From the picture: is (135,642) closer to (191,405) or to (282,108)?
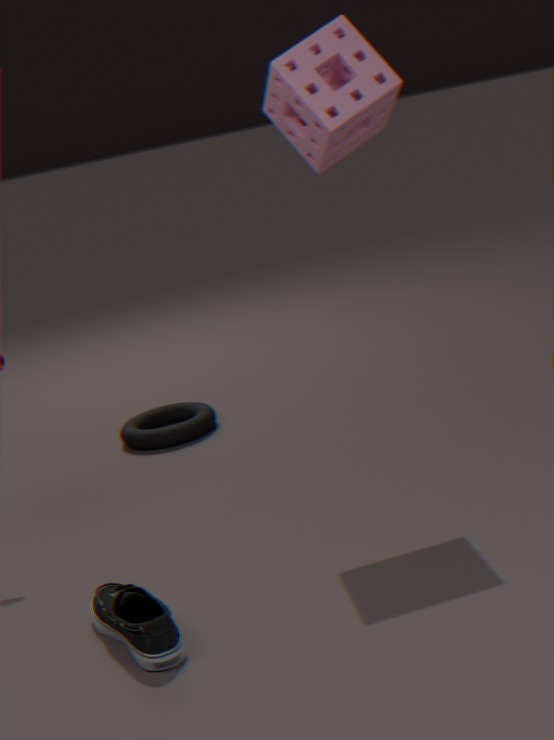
(282,108)
